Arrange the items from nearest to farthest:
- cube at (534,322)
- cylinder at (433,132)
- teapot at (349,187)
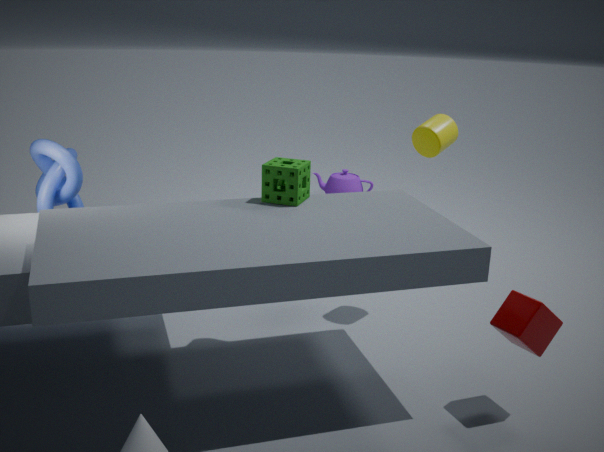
1. cube at (534,322)
2. cylinder at (433,132)
3. teapot at (349,187)
